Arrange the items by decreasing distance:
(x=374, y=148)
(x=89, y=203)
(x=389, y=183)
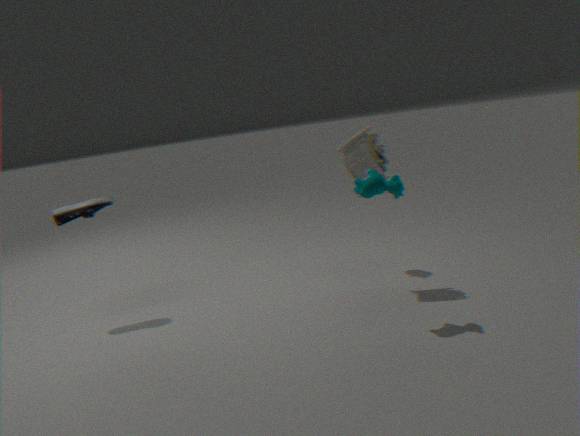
(x=89, y=203)
(x=374, y=148)
(x=389, y=183)
